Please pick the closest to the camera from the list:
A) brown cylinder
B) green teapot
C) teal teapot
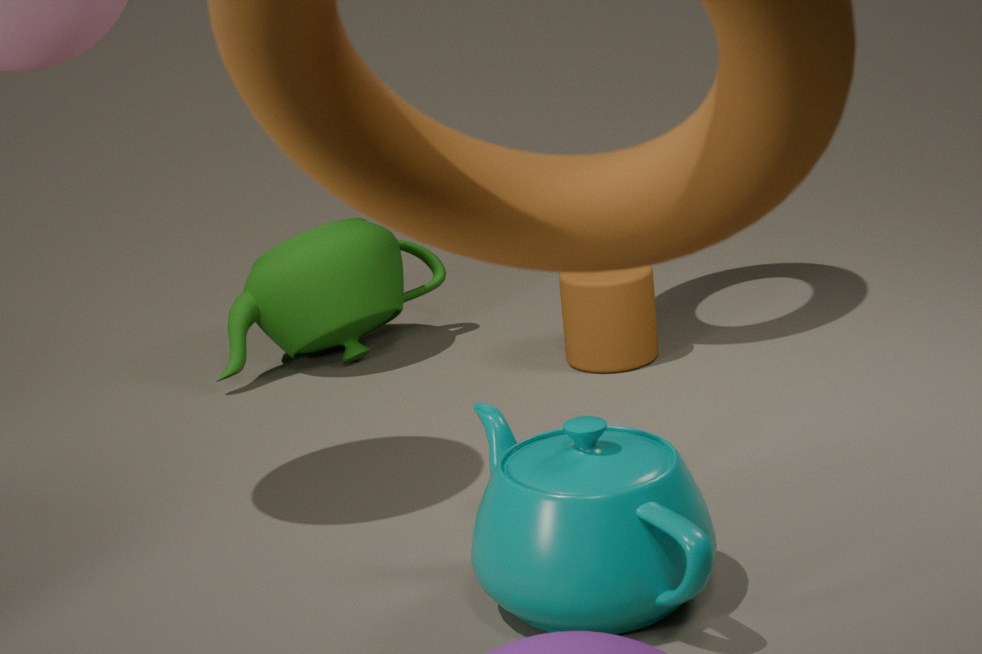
teal teapot
